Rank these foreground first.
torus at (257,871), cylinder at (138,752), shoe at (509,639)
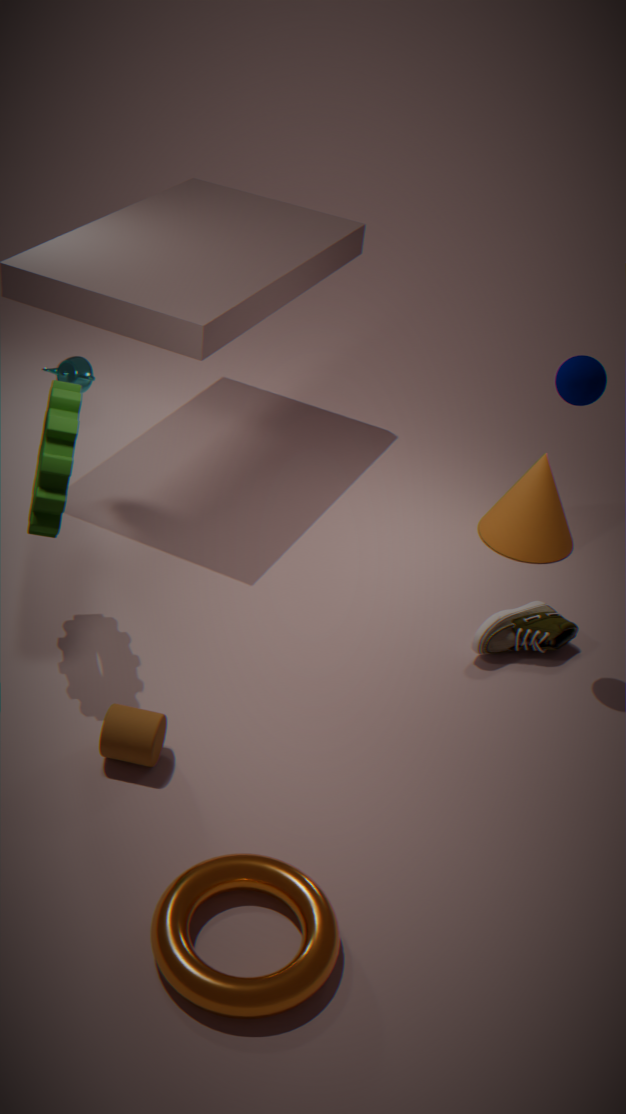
torus at (257,871), cylinder at (138,752), shoe at (509,639)
